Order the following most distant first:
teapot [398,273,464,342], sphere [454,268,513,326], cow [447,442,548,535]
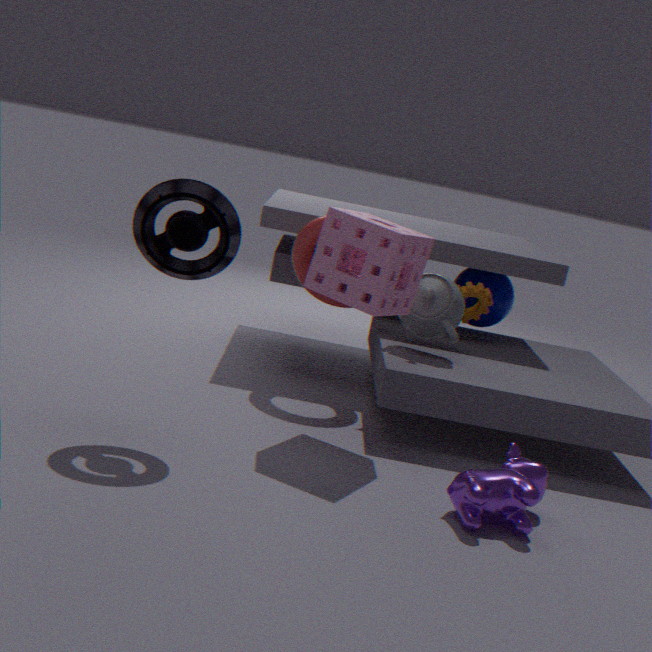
sphere [454,268,513,326]
teapot [398,273,464,342]
cow [447,442,548,535]
